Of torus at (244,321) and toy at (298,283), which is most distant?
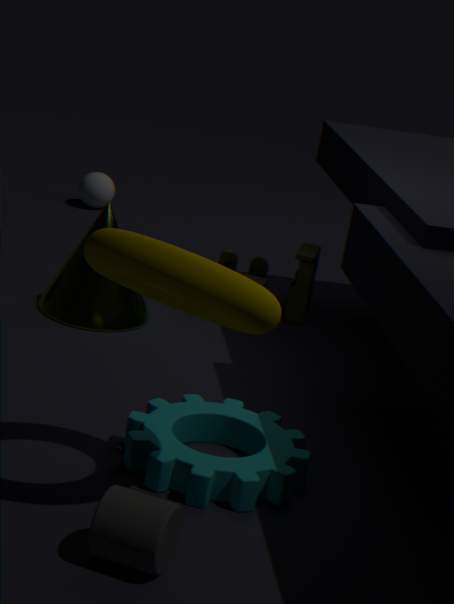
toy at (298,283)
